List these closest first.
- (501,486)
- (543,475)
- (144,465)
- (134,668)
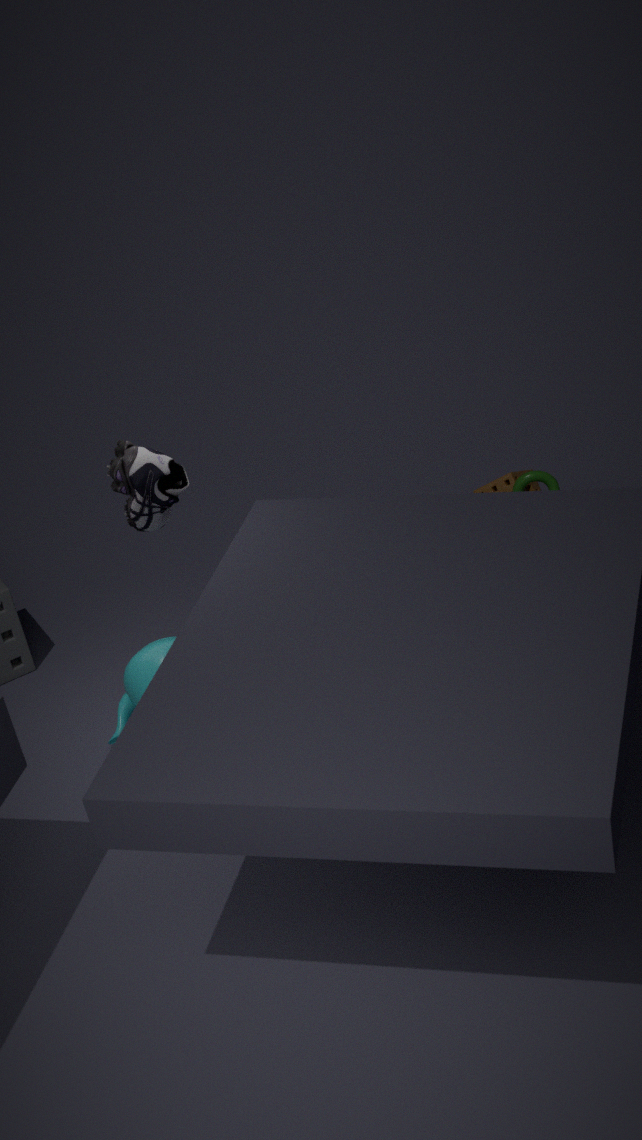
1. (144,465)
2. (134,668)
3. (543,475)
4. (501,486)
